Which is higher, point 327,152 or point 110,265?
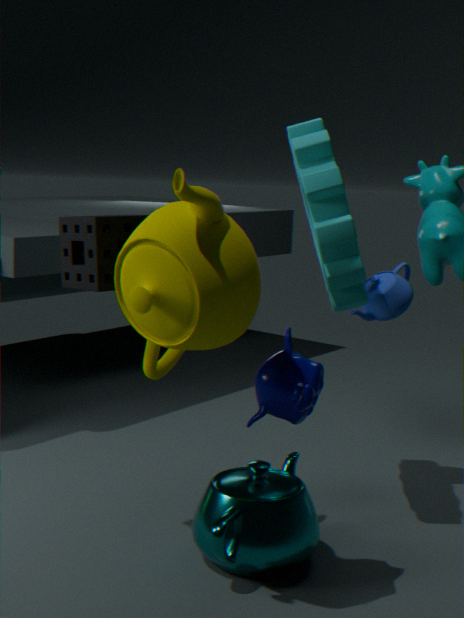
point 327,152
